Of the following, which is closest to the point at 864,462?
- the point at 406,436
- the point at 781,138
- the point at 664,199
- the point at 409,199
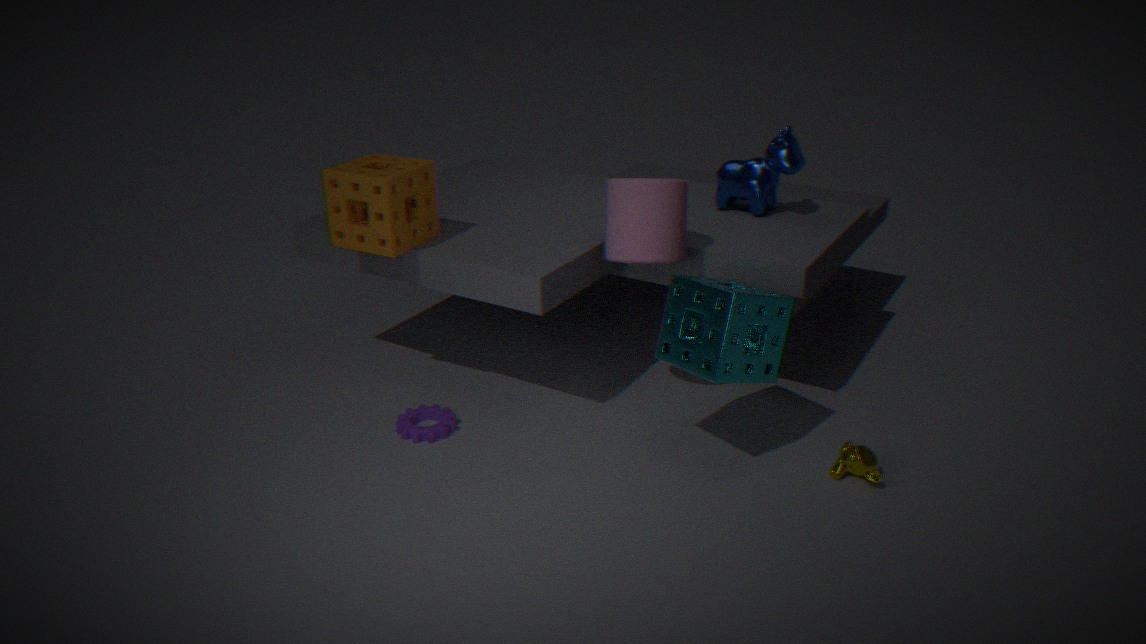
the point at 664,199
